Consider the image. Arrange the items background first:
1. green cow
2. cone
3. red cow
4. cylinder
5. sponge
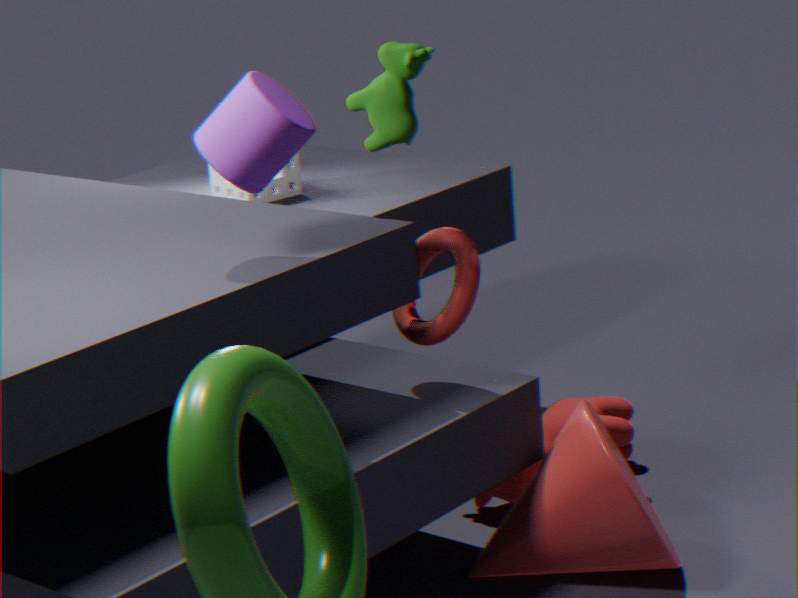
sponge → red cow → green cow → cone → cylinder
